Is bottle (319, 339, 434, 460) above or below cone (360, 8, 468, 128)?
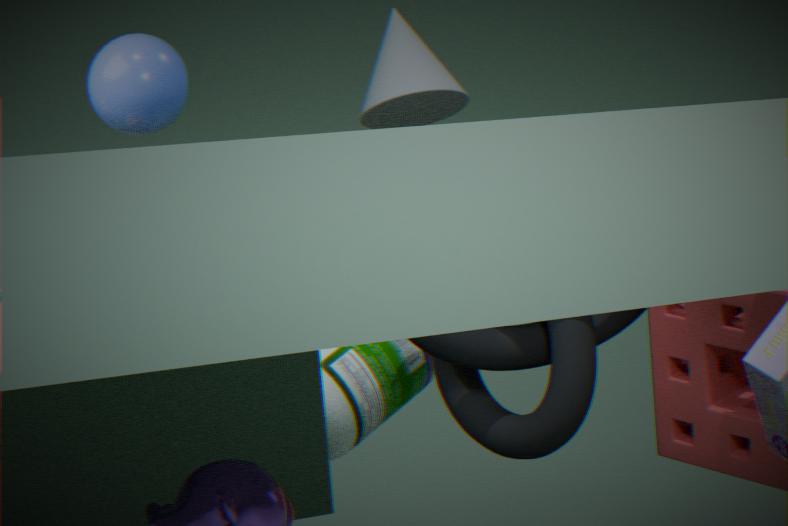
below
